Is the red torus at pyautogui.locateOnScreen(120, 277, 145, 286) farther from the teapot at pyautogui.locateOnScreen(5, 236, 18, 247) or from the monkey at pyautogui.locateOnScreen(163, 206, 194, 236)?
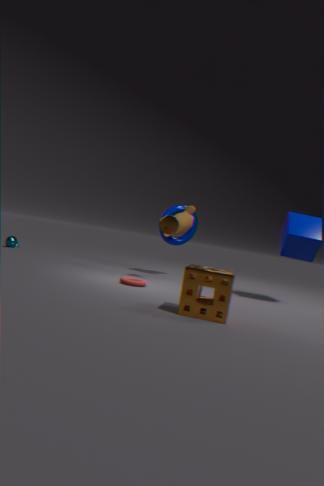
the teapot at pyautogui.locateOnScreen(5, 236, 18, 247)
